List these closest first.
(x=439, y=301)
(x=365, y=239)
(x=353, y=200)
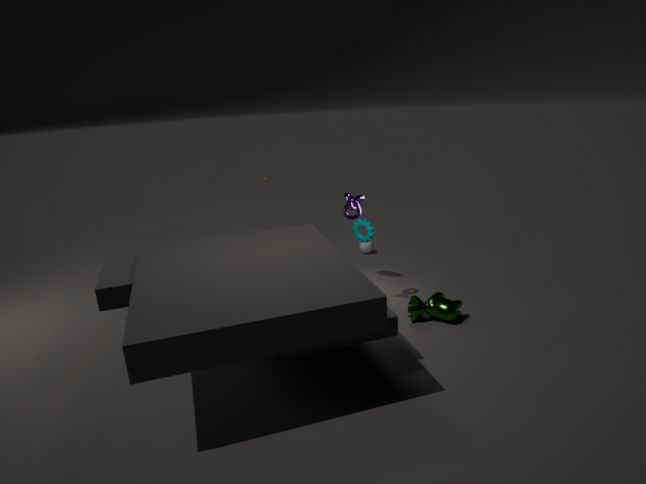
(x=439, y=301)
(x=353, y=200)
(x=365, y=239)
